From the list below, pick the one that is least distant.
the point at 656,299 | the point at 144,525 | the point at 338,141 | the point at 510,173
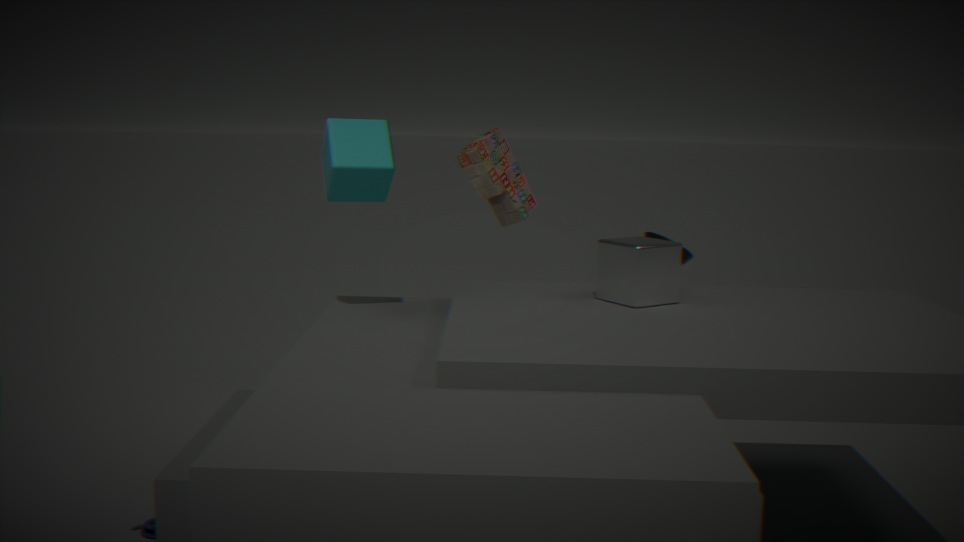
the point at 144,525
